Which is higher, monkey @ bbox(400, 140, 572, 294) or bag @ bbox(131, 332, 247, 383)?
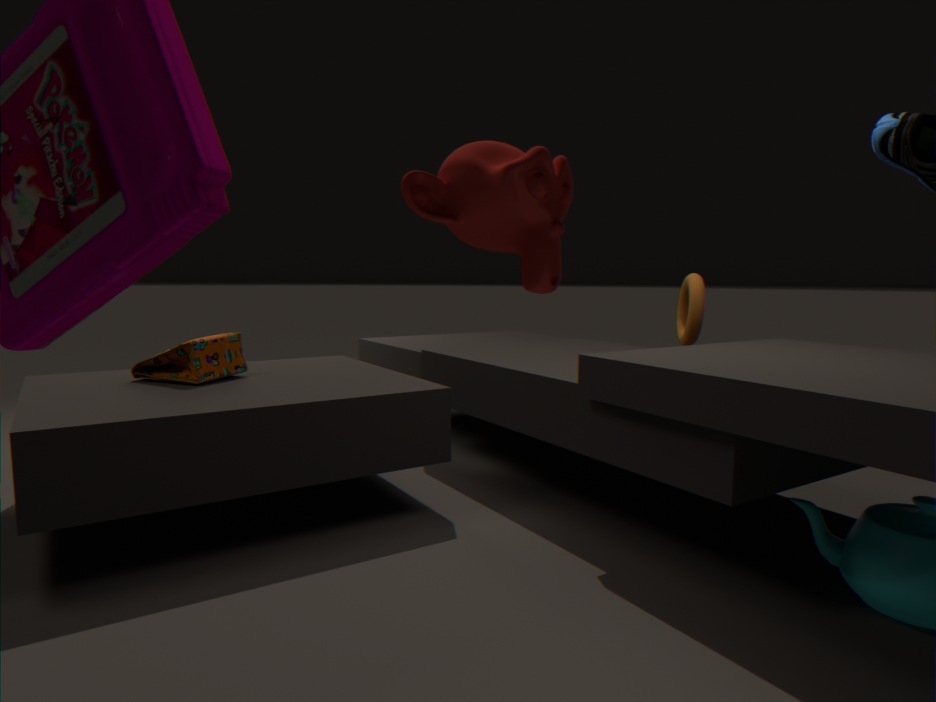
monkey @ bbox(400, 140, 572, 294)
